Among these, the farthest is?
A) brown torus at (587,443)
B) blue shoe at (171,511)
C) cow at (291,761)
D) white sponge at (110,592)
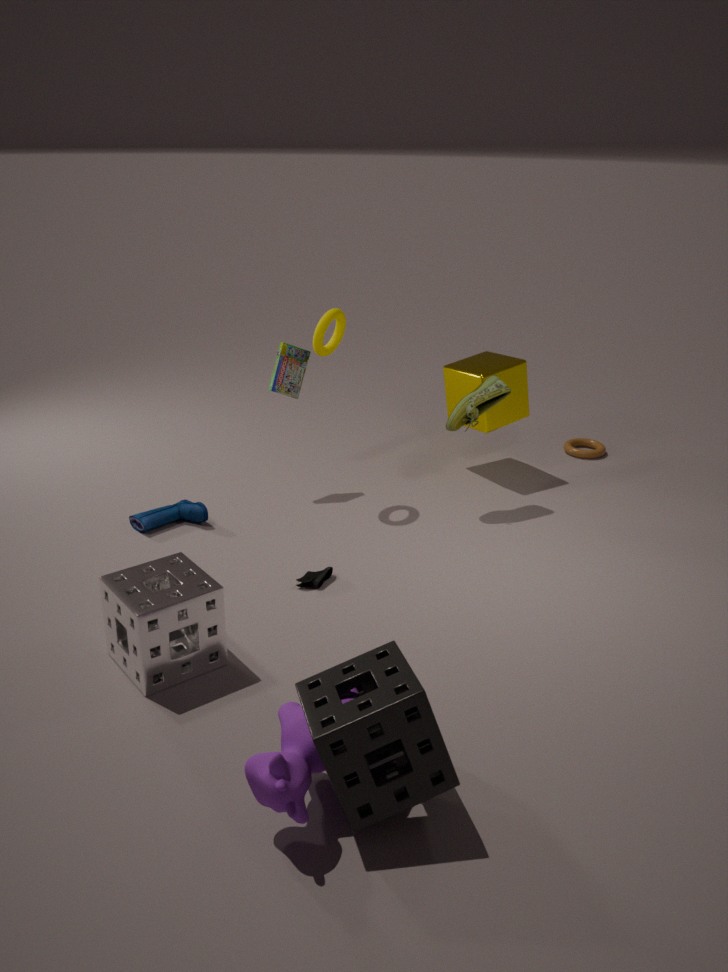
brown torus at (587,443)
